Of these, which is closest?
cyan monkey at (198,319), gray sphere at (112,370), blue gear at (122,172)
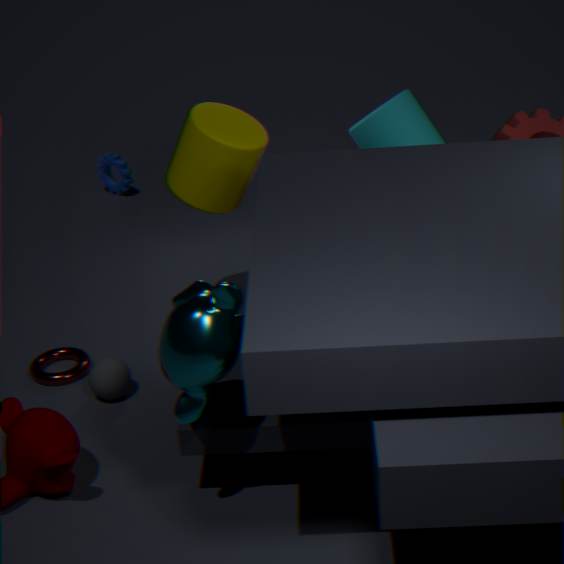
cyan monkey at (198,319)
